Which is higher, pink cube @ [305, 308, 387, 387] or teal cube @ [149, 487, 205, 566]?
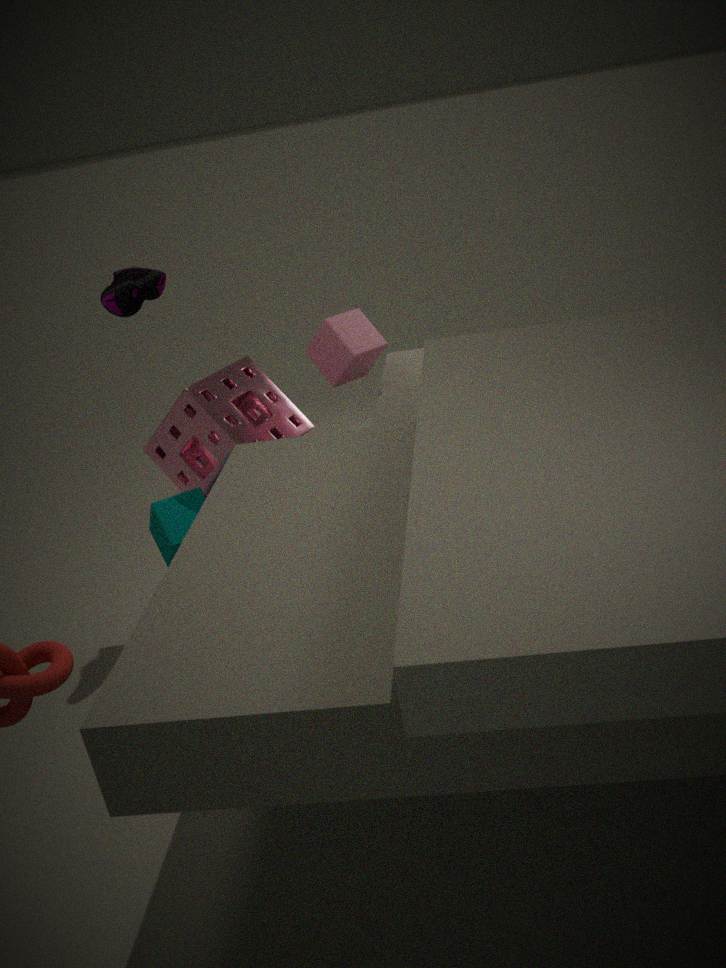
pink cube @ [305, 308, 387, 387]
